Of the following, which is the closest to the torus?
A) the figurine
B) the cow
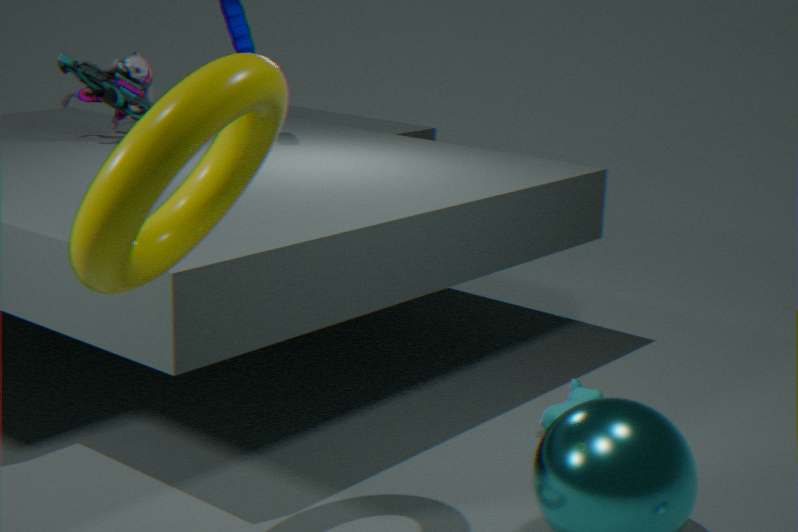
the cow
